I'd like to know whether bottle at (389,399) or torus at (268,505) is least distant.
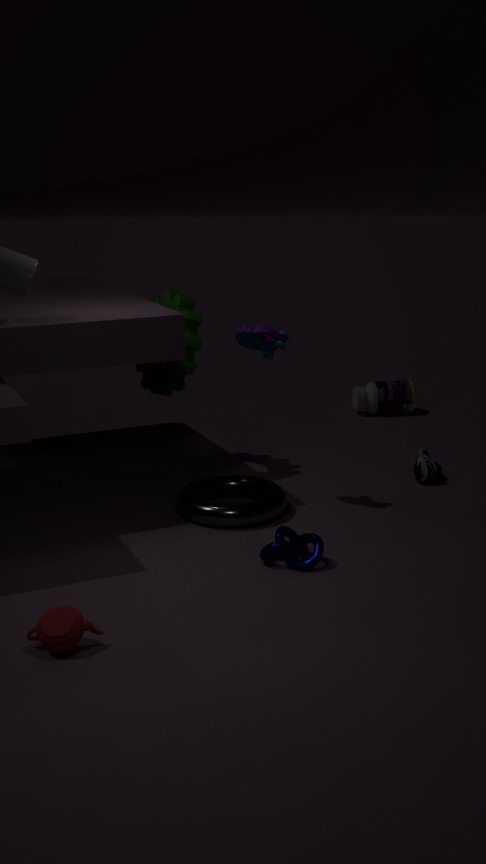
torus at (268,505)
